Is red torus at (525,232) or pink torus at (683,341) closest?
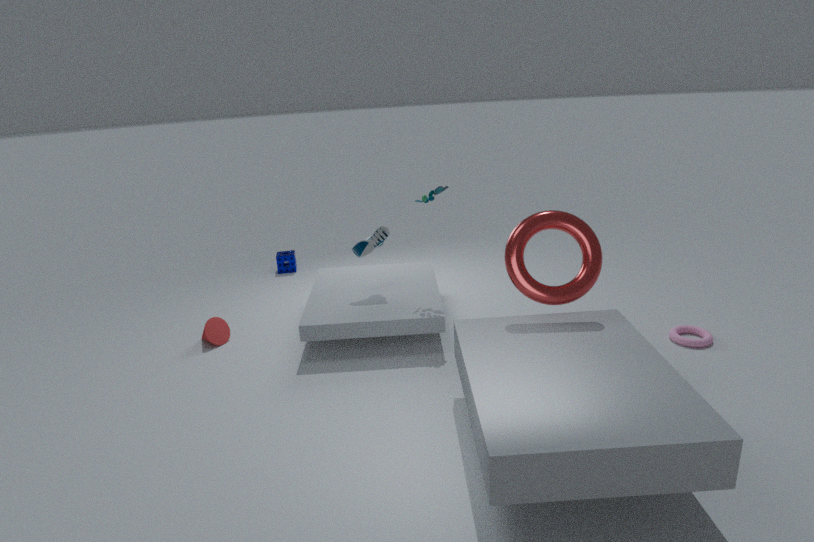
red torus at (525,232)
